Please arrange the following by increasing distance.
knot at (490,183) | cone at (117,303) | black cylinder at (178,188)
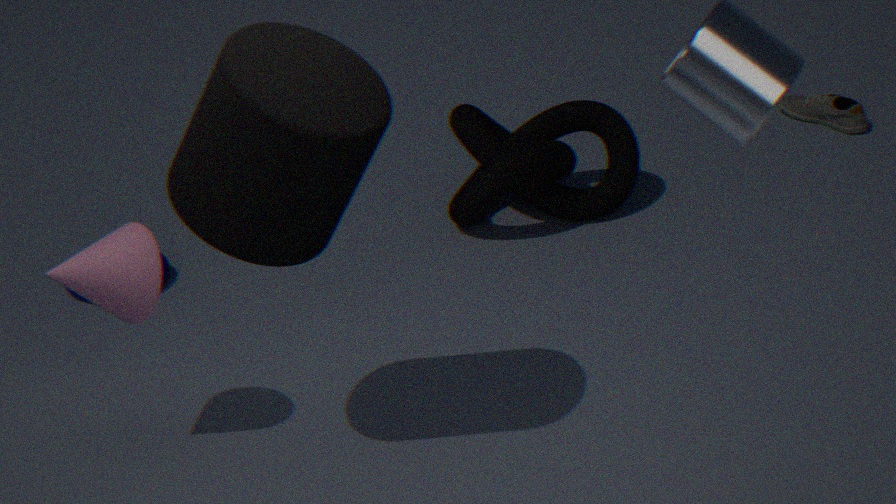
1. black cylinder at (178,188)
2. cone at (117,303)
3. knot at (490,183)
